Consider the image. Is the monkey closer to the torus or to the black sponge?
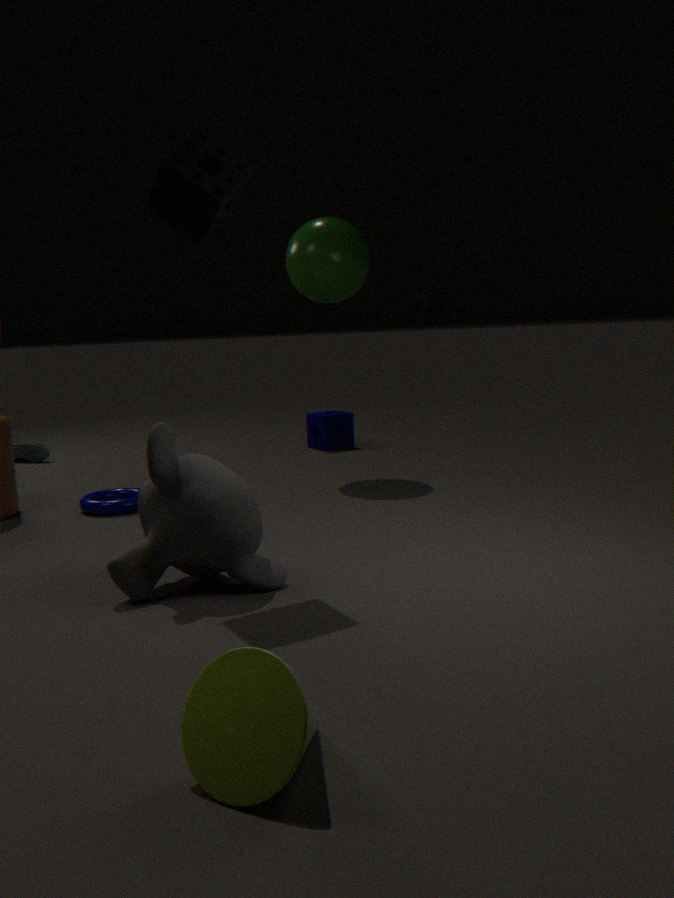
the black sponge
